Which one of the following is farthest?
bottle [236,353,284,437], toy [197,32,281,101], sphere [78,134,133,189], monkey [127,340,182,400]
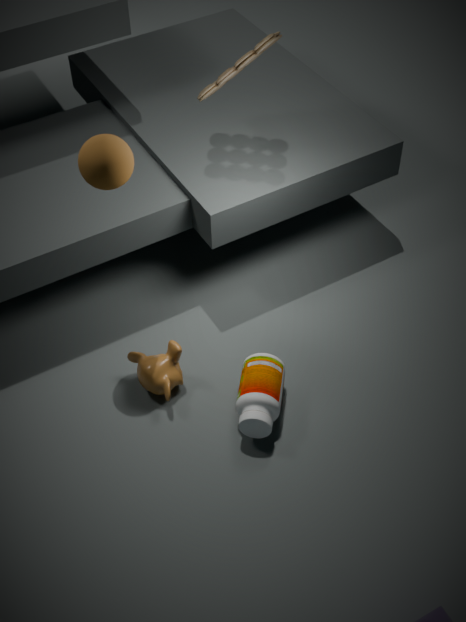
toy [197,32,281,101]
